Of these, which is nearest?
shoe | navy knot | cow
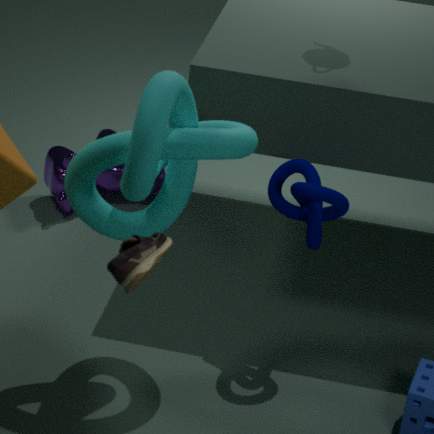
shoe
